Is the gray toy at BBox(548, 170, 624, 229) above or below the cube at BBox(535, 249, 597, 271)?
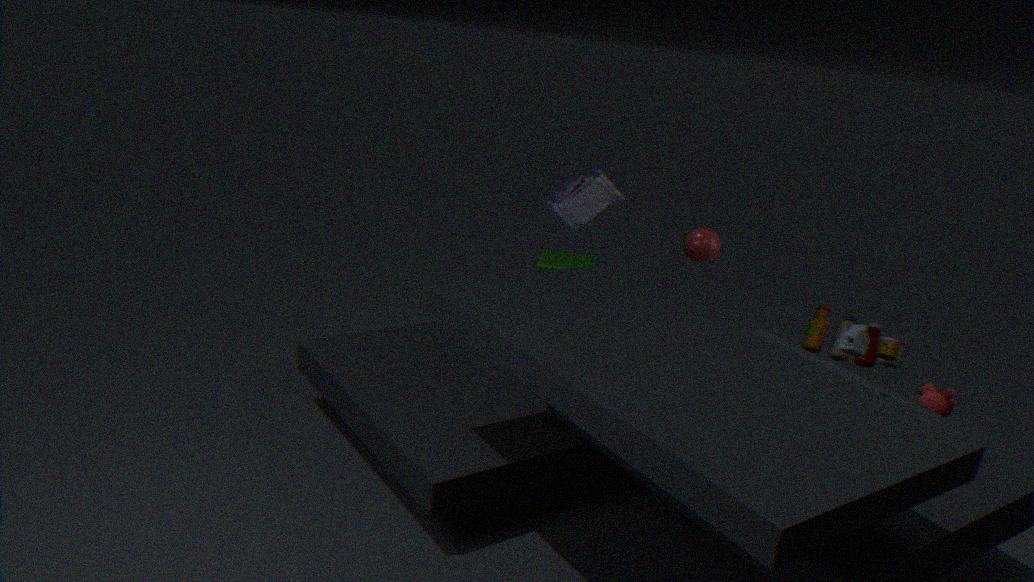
above
